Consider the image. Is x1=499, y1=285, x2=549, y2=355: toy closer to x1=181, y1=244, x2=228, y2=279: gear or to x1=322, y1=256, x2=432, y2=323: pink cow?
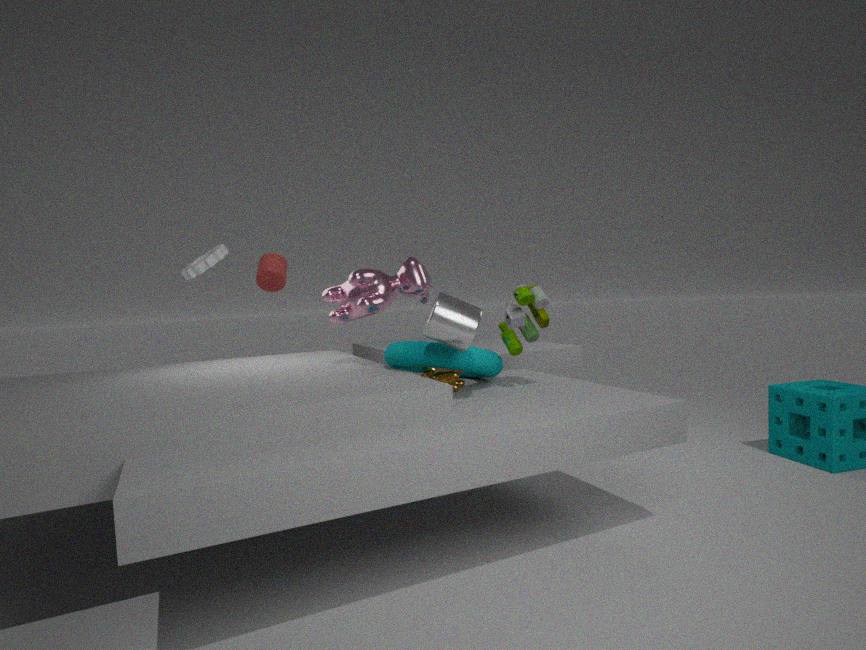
x1=322, y1=256, x2=432, y2=323: pink cow
